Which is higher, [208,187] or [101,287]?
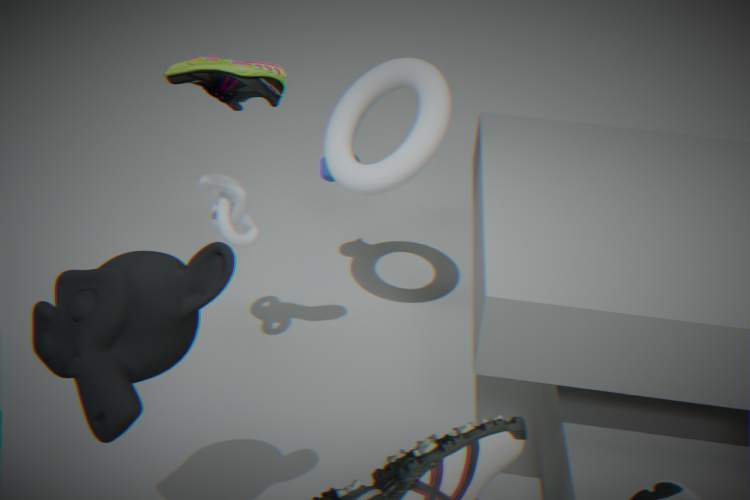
[101,287]
